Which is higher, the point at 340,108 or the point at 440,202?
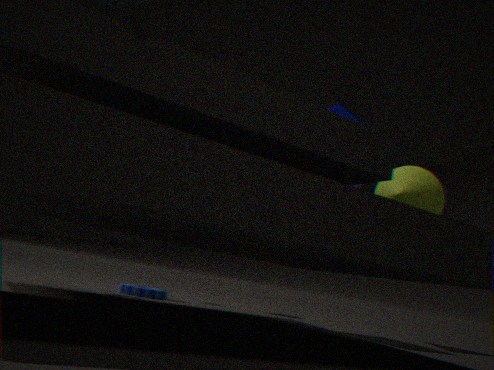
the point at 340,108
